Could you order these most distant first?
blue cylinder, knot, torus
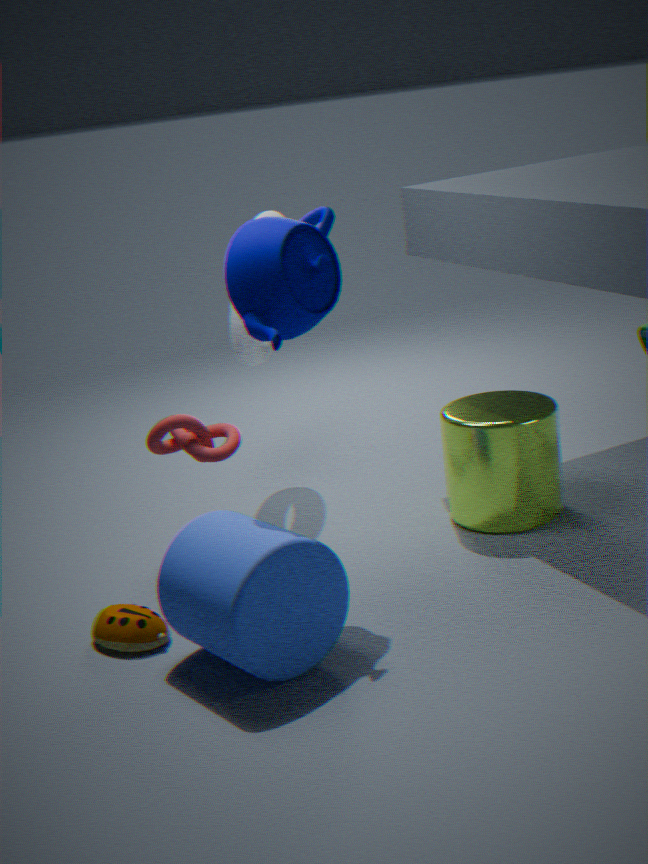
torus
knot
blue cylinder
